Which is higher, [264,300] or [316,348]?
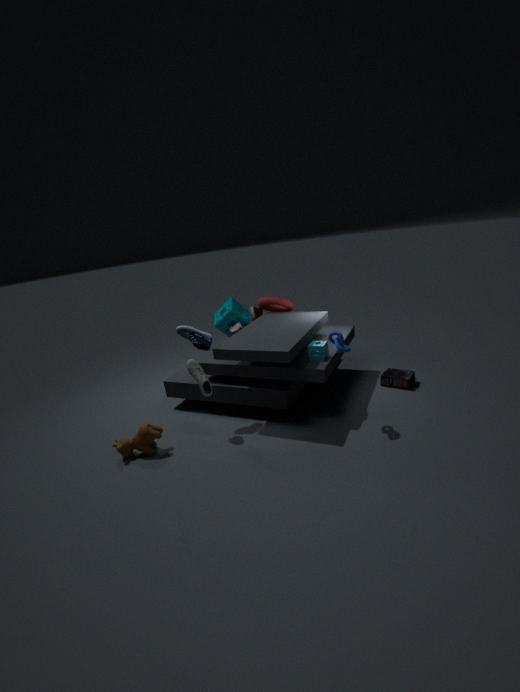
[264,300]
